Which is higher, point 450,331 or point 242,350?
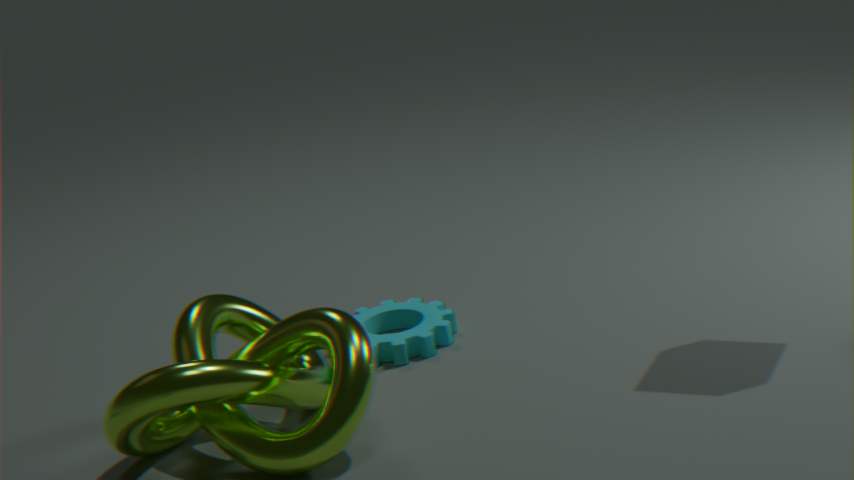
point 242,350
